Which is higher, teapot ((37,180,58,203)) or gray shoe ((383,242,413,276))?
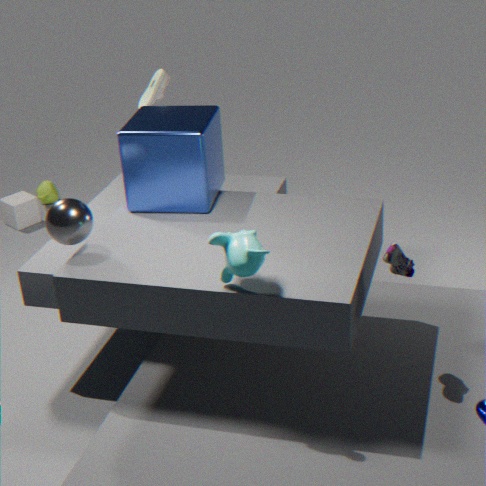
gray shoe ((383,242,413,276))
